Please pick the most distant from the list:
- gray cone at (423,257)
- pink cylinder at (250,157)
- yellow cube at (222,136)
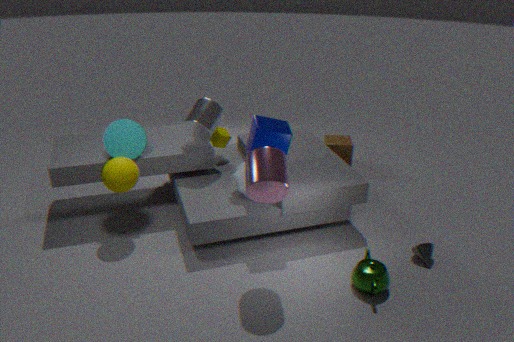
yellow cube at (222,136)
